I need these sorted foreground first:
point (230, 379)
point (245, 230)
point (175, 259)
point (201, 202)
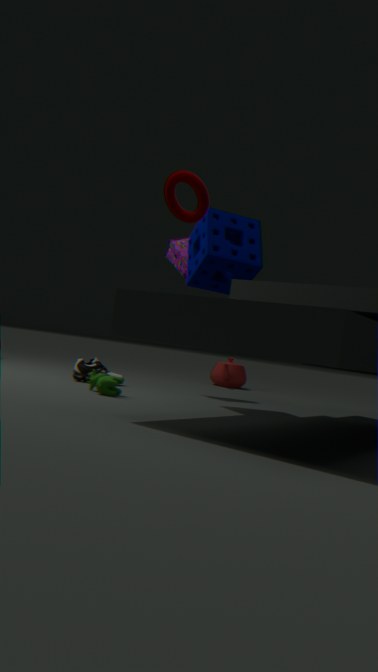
point (201, 202)
point (245, 230)
point (175, 259)
point (230, 379)
